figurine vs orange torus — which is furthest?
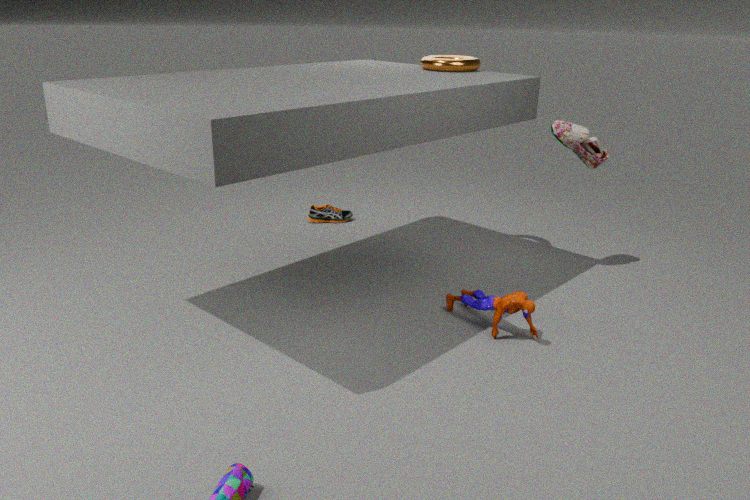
orange torus
